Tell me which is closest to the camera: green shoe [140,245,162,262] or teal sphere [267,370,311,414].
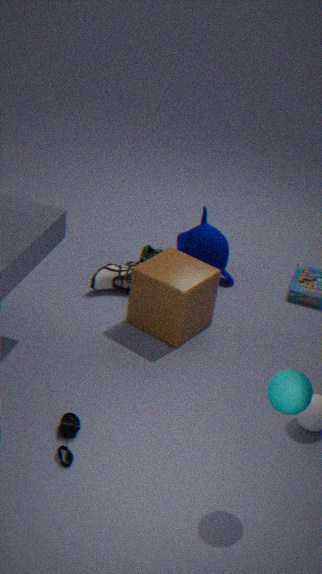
teal sphere [267,370,311,414]
